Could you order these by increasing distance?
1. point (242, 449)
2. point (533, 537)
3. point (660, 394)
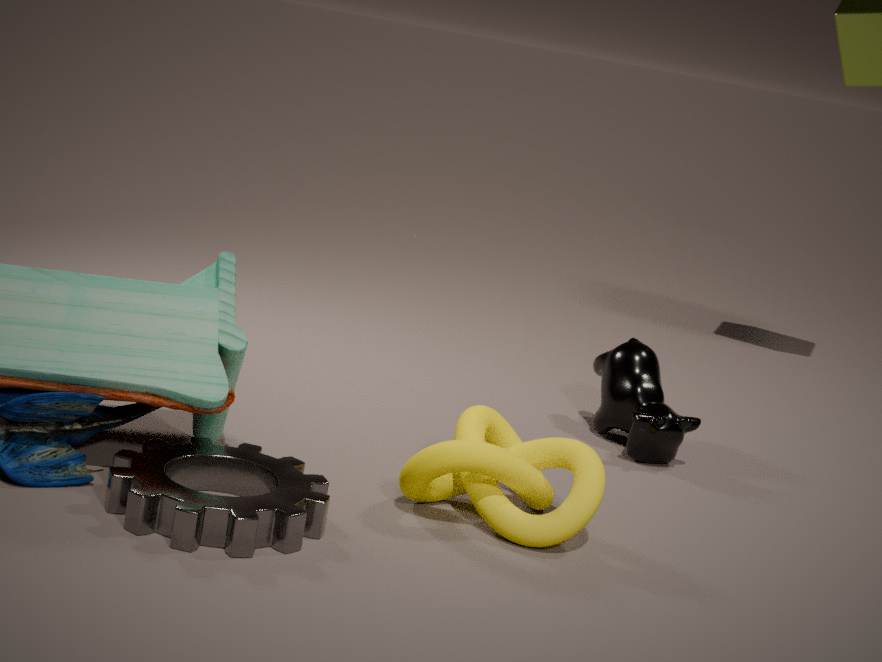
point (533, 537) < point (242, 449) < point (660, 394)
